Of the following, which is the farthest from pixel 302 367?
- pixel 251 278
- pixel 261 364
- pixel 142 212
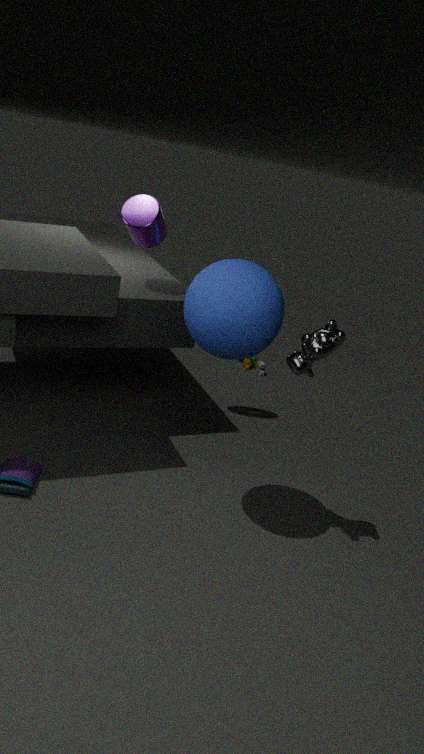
pixel 261 364
